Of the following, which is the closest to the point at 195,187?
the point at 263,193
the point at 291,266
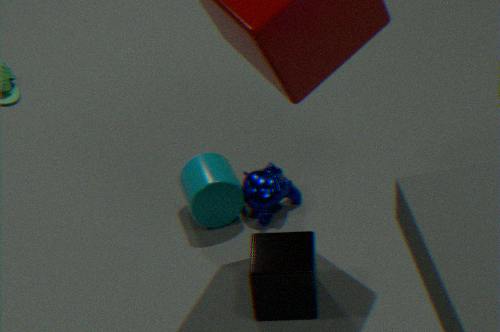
the point at 263,193
